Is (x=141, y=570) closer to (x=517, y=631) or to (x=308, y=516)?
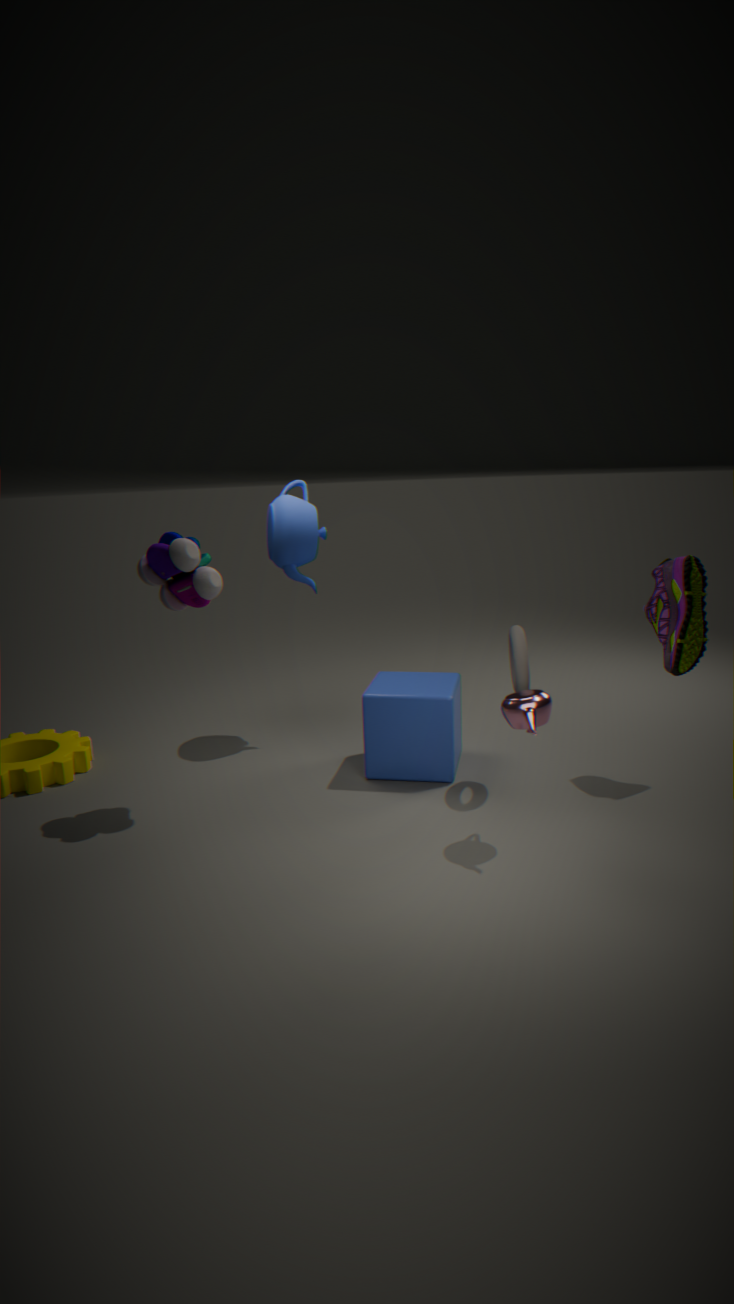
(x=308, y=516)
